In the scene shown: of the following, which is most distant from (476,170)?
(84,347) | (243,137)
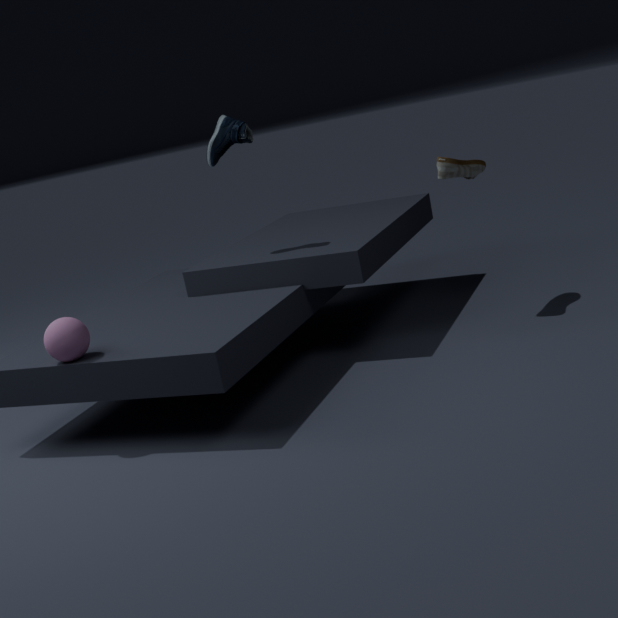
(84,347)
